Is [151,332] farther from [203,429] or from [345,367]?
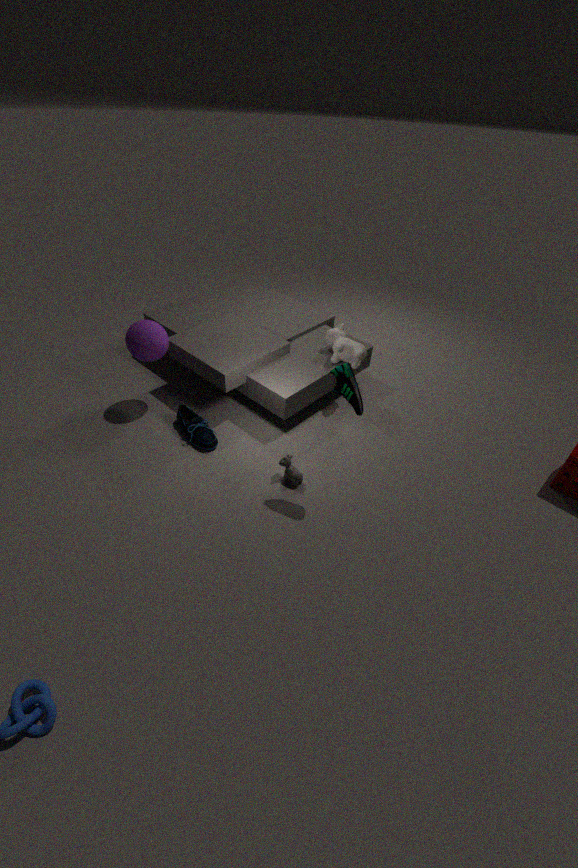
[345,367]
